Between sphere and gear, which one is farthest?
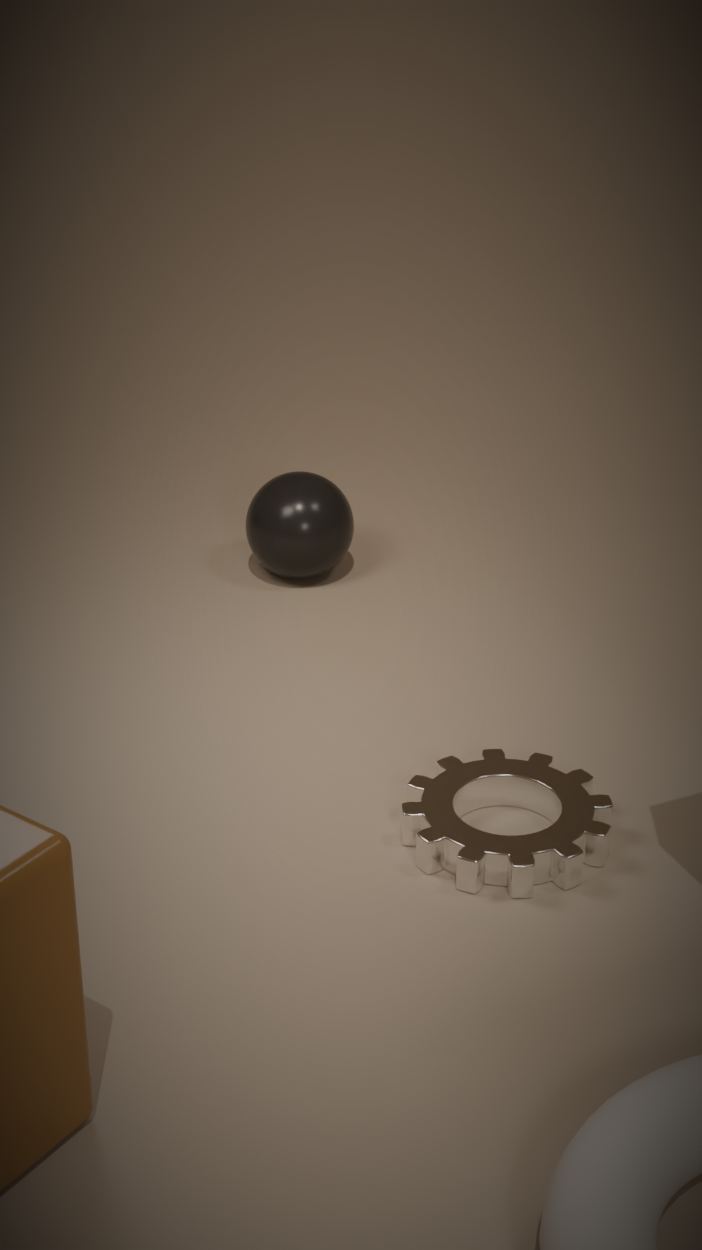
sphere
